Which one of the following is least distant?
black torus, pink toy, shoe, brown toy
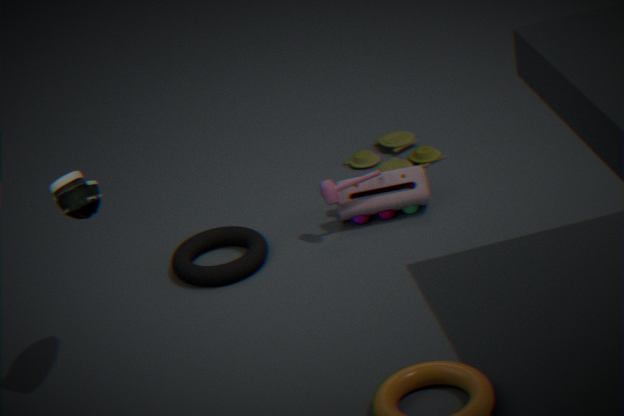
shoe
